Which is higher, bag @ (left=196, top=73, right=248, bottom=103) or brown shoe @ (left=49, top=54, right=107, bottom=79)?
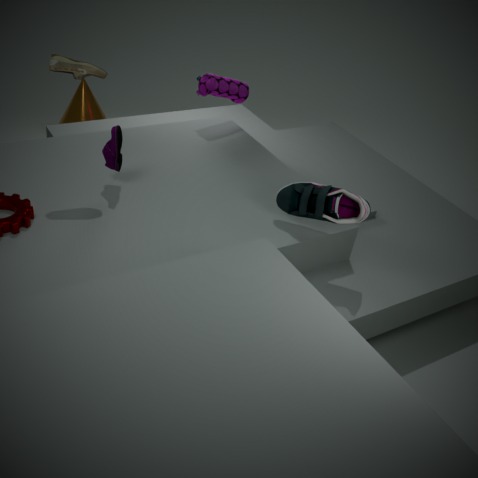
brown shoe @ (left=49, top=54, right=107, bottom=79)
